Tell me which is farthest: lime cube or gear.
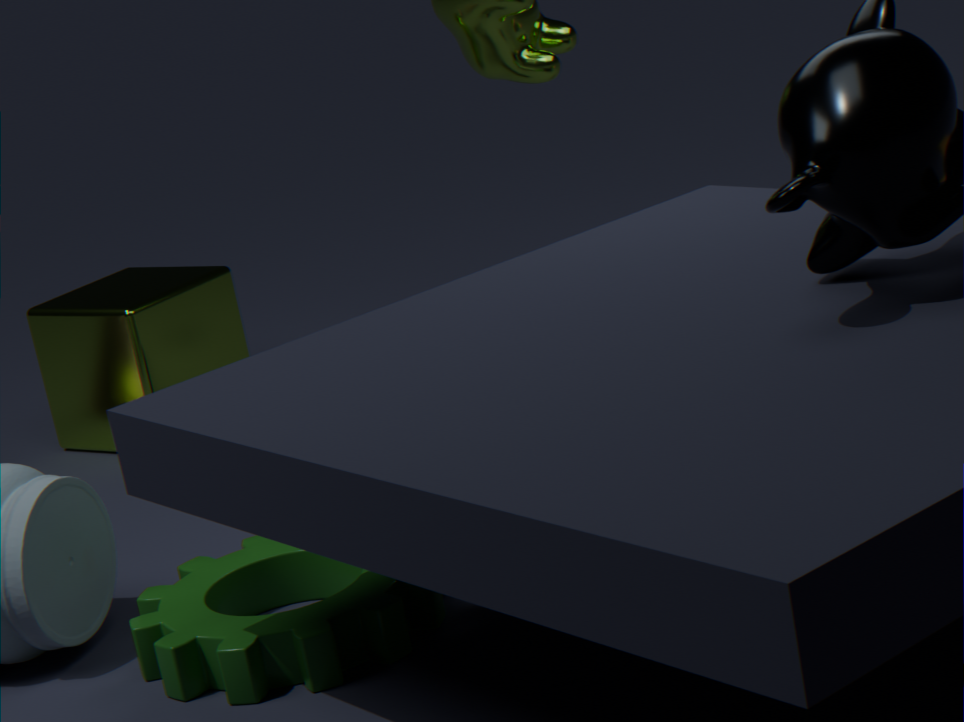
lime cube
